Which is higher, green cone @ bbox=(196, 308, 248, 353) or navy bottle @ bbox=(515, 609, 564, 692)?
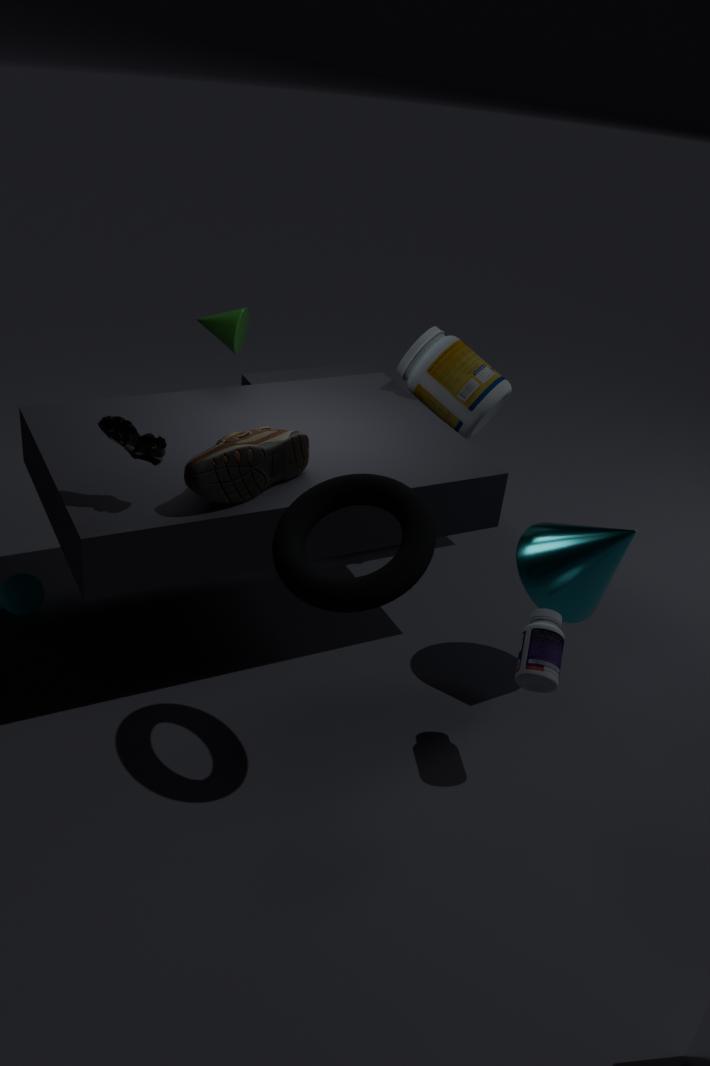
green cone @ bbox=(196, 308, 248, 353)
